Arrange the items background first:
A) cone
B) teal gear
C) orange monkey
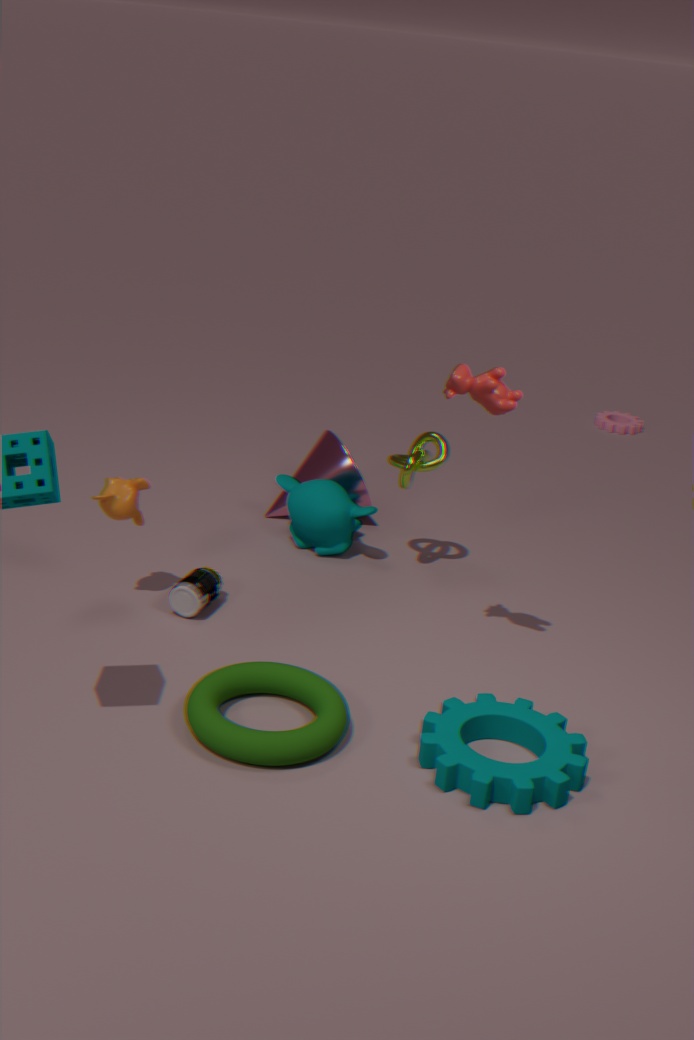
cone < orange monkey < teal gear
